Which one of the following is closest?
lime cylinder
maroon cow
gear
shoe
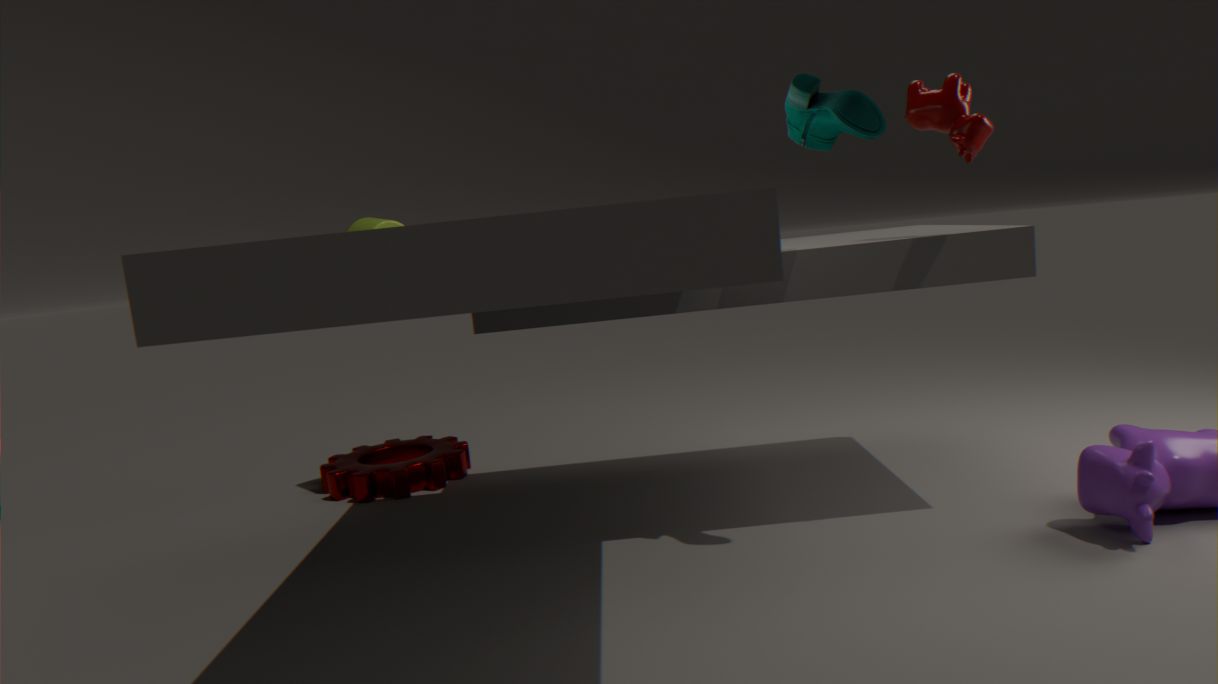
shoe
